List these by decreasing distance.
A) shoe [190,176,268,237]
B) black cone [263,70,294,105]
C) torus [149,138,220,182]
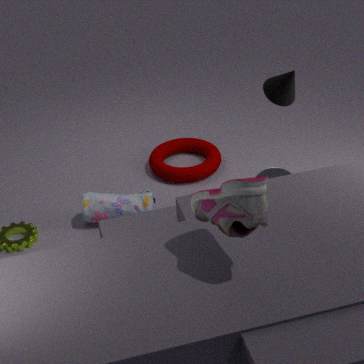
torus [149,138,220,182]
black cone [263,70,294,105]
shoe [190,176,268,237]
